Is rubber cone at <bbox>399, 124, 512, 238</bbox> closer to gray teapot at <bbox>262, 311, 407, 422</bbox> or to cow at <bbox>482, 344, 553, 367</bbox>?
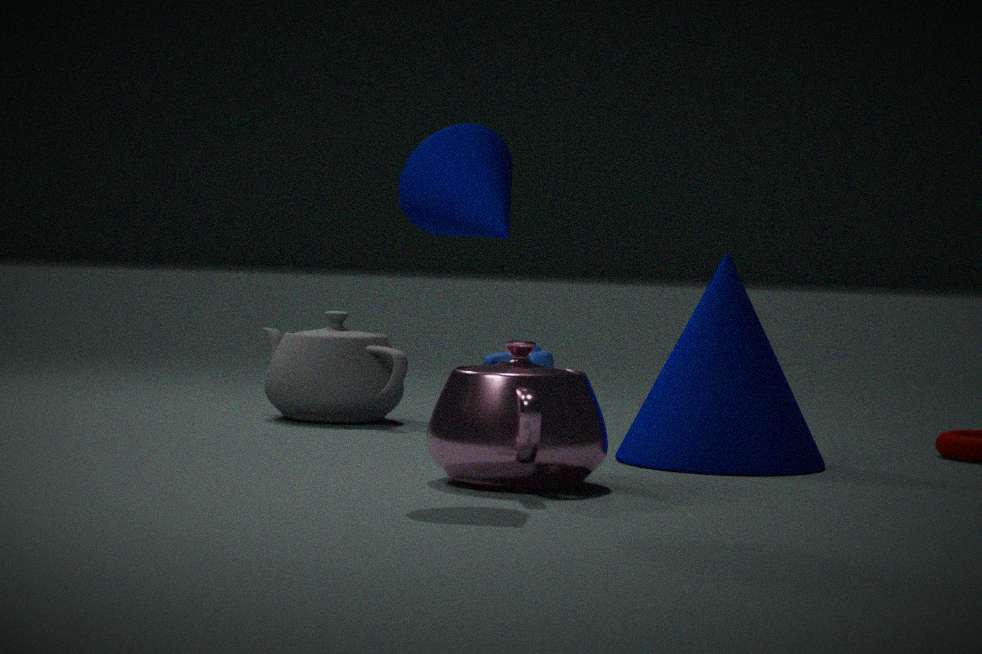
gray teapot at <bbox>262, 311, 407, 422</bbox>
